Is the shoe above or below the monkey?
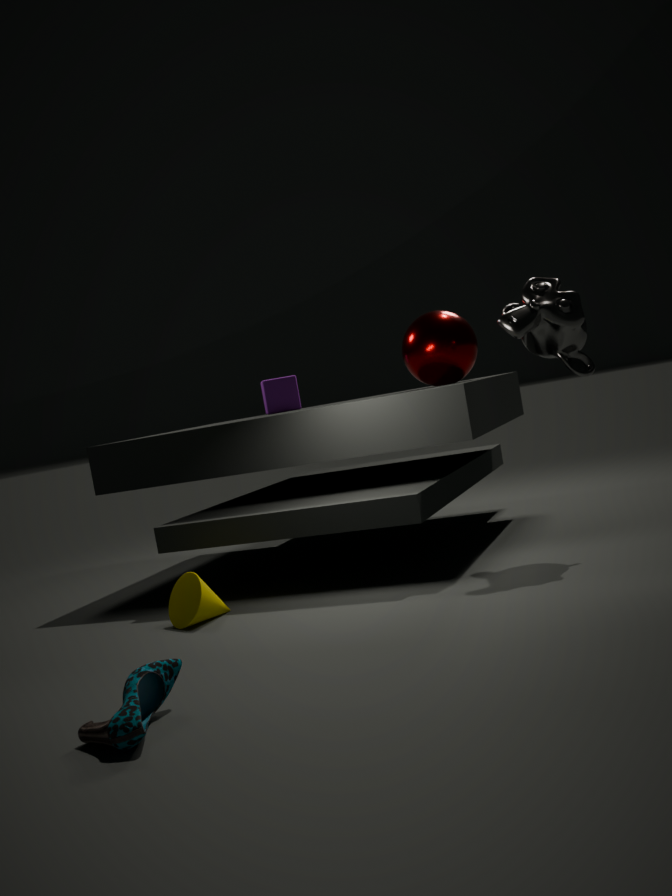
below
